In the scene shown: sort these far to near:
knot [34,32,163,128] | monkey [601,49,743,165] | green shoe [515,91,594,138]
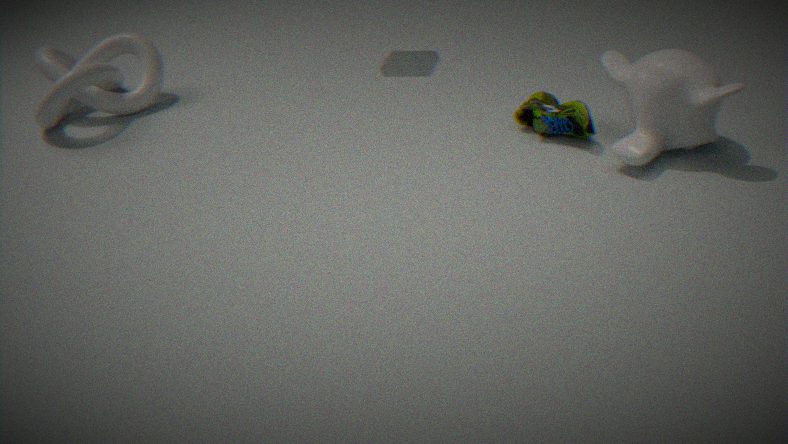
1. knot [34,32,163,128]
2. green shoe [515,91,594,138]
3. monkey [601,49,743,165]
